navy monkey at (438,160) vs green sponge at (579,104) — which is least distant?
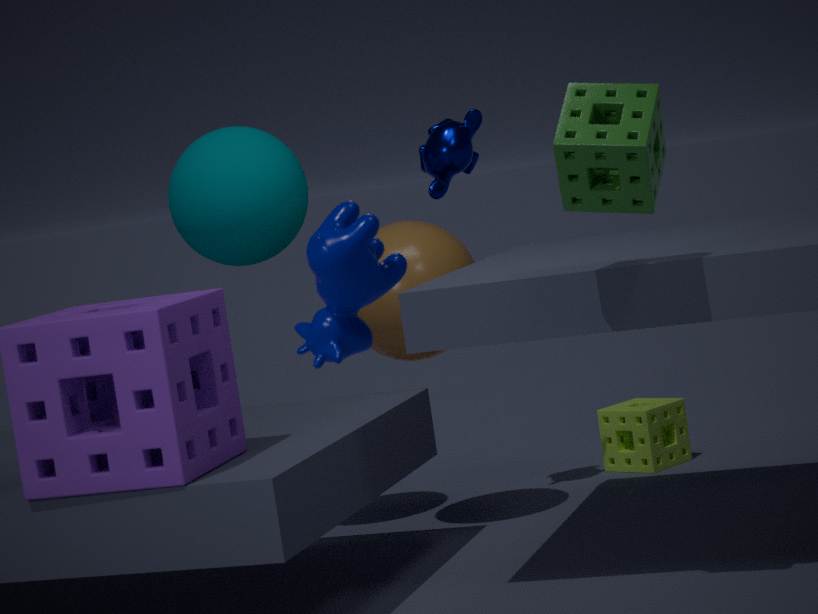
green sponge at (579,104)
